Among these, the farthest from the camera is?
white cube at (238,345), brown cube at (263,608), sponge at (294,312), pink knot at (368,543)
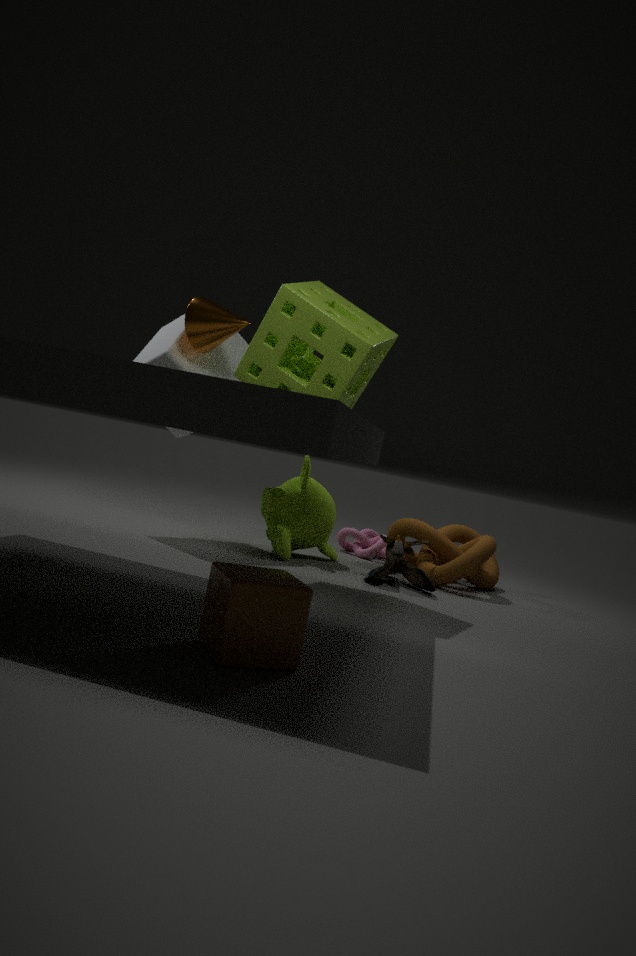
pink knot at (368,543)
